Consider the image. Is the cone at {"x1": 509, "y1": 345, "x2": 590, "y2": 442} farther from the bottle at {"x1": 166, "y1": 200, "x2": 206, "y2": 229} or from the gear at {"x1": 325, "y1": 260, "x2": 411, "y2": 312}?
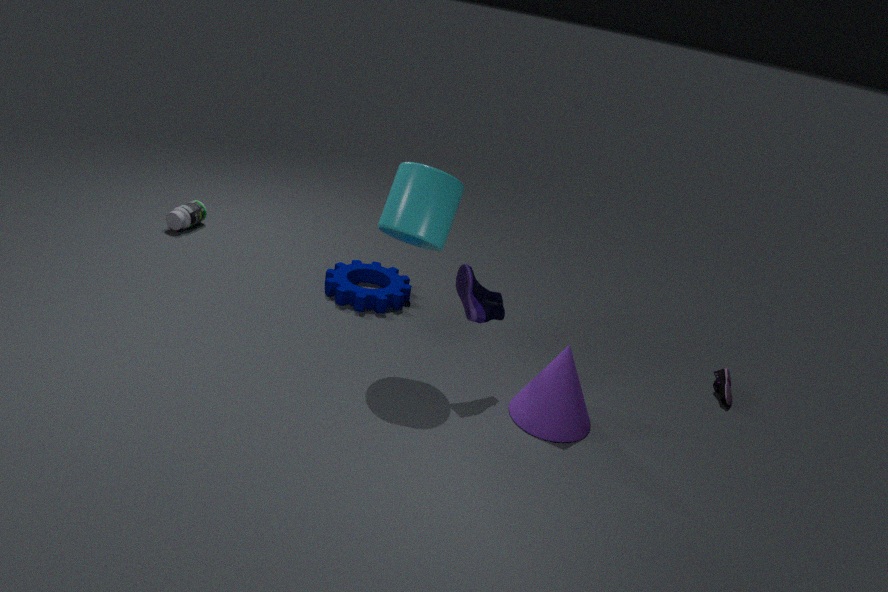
the bottle at {"x1": 166, "y1": 200, "x2": 206, "y2": 229}
